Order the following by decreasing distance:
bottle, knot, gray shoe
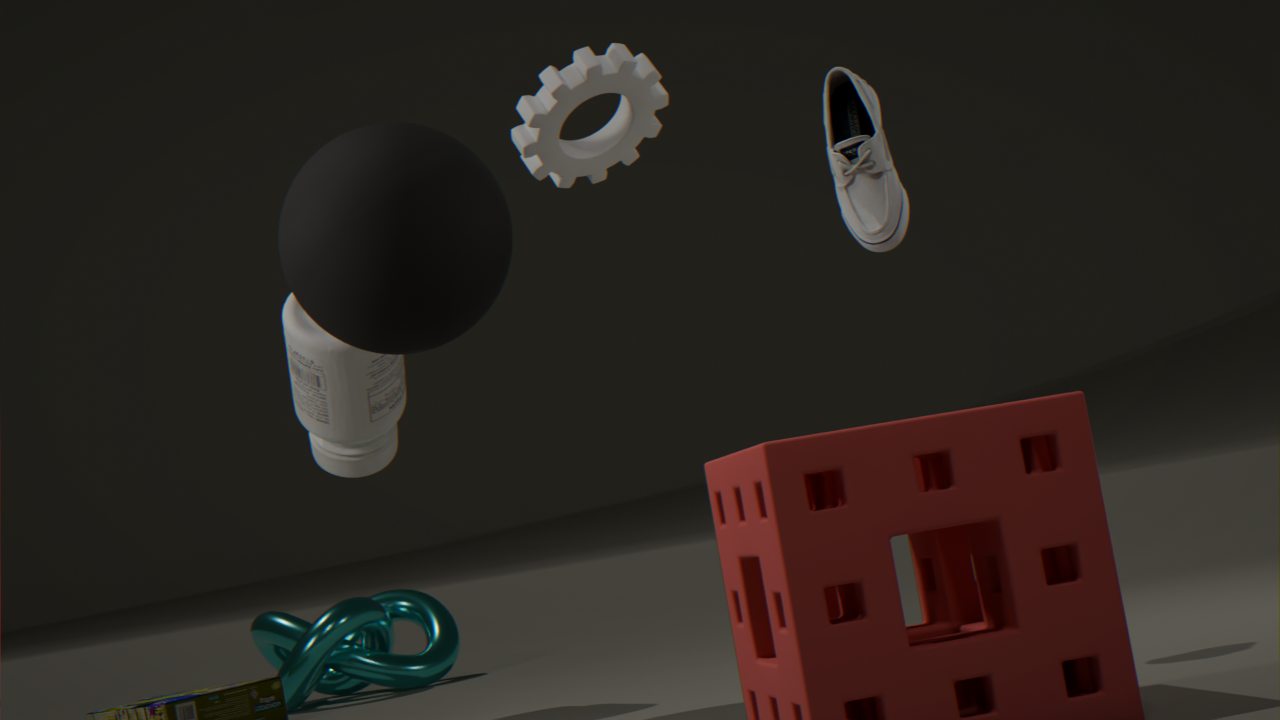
knot, bottle, gray shoe
